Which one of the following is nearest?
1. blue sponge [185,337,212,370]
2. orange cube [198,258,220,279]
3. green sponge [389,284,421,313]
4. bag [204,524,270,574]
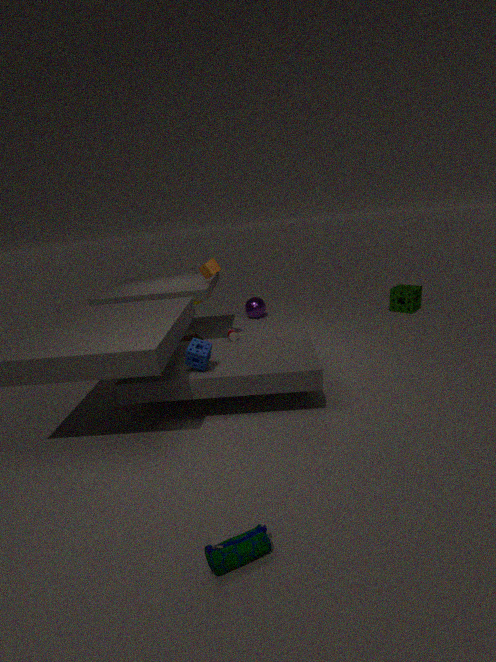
bag [204,524,270,574]
